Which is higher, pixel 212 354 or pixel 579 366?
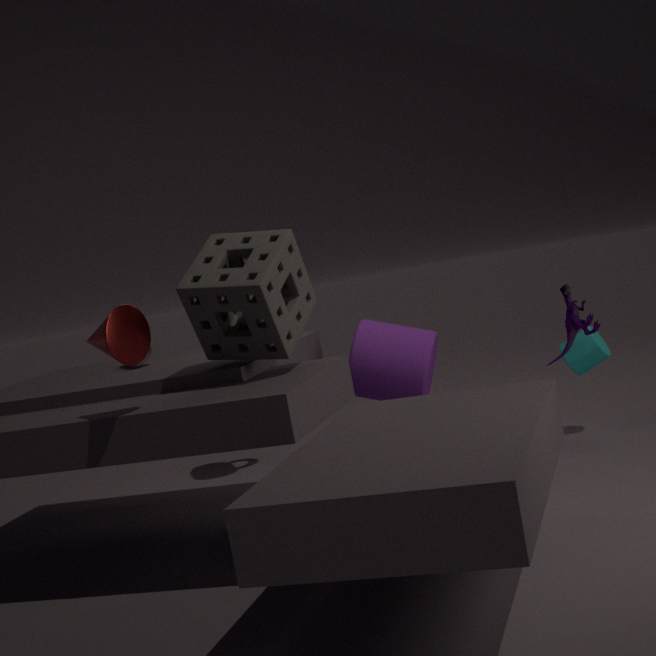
pixel 212 354
